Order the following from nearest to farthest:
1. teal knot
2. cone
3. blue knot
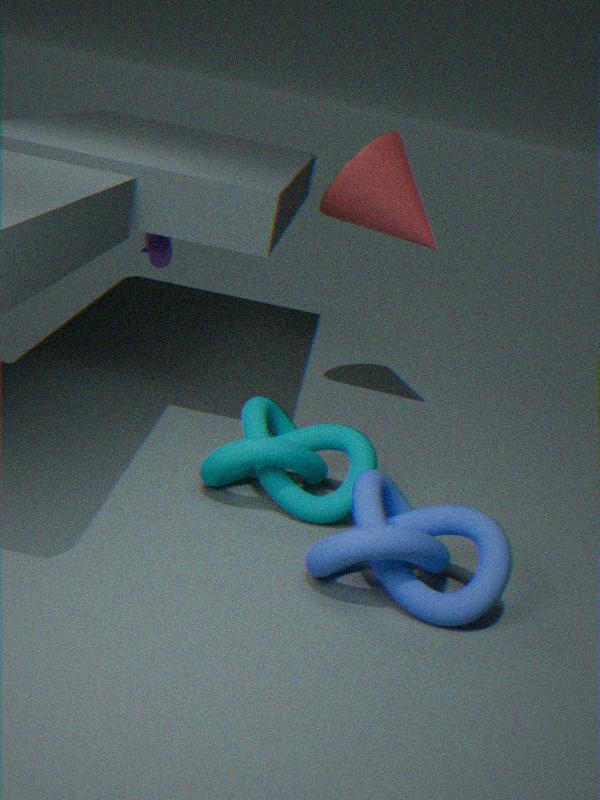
blue knot < teal knot < cone
